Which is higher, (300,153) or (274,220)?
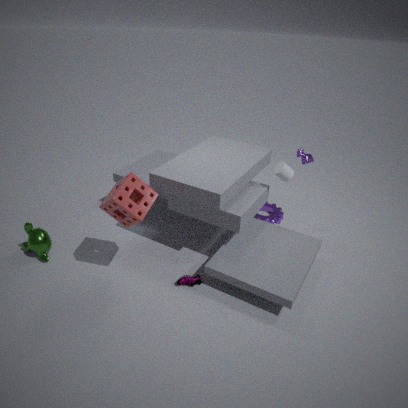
(300,153)
